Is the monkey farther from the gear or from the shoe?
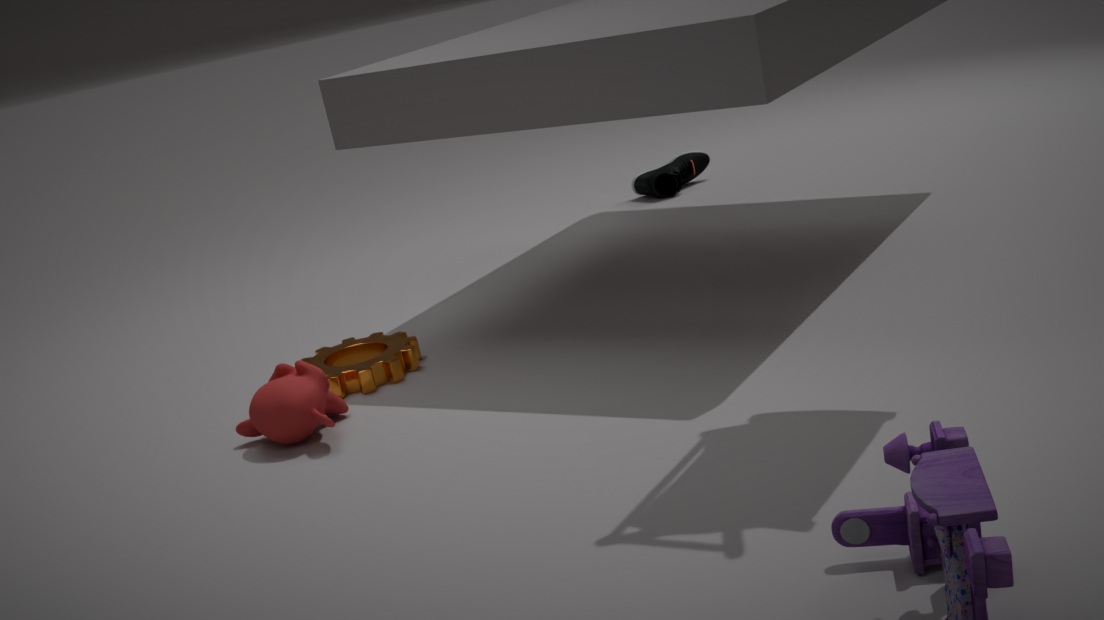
the shoe
